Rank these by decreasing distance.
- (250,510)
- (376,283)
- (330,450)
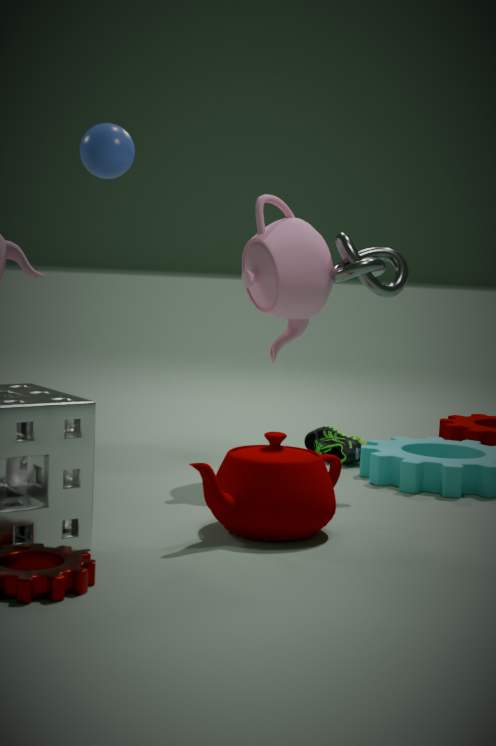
(330,450), (376,283), (250,510)
